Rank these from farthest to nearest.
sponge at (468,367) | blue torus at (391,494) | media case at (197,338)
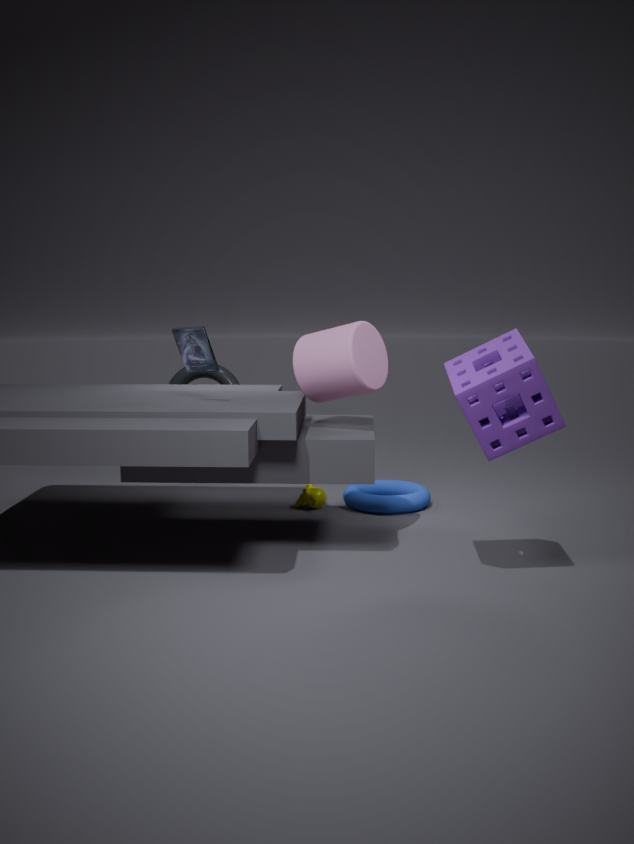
blue torus at (391,494), media case at (197,338), sponge at (468,367)
